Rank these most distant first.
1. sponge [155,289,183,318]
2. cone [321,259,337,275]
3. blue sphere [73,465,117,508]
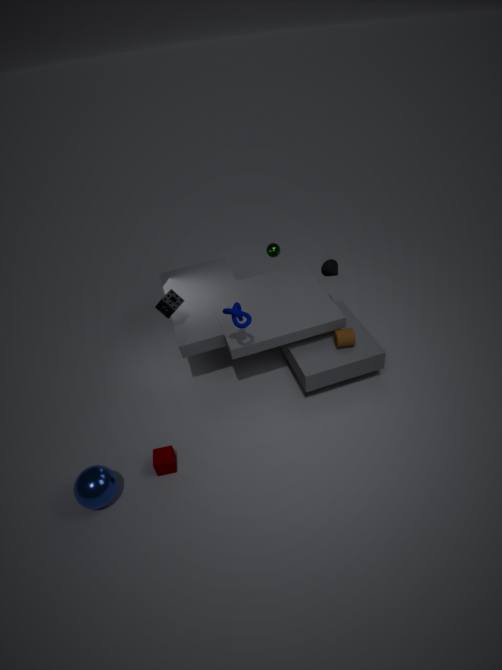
cone [321,259,337,275]
sponge [155,289,183,318]
blue sphere [73,465,117,508]
